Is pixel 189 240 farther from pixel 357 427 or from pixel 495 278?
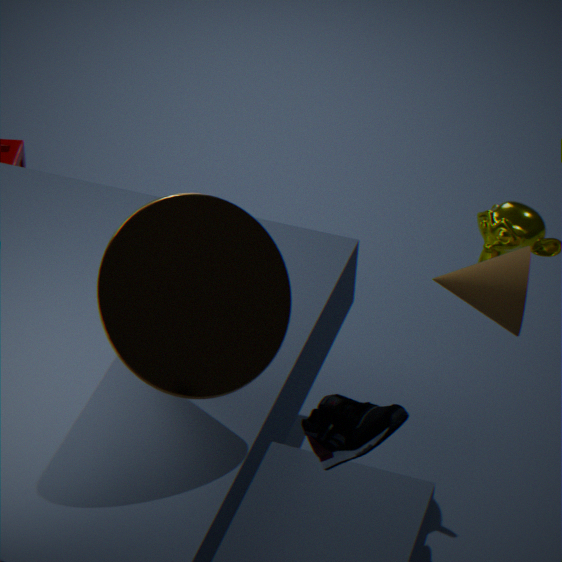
pixel 495 278
